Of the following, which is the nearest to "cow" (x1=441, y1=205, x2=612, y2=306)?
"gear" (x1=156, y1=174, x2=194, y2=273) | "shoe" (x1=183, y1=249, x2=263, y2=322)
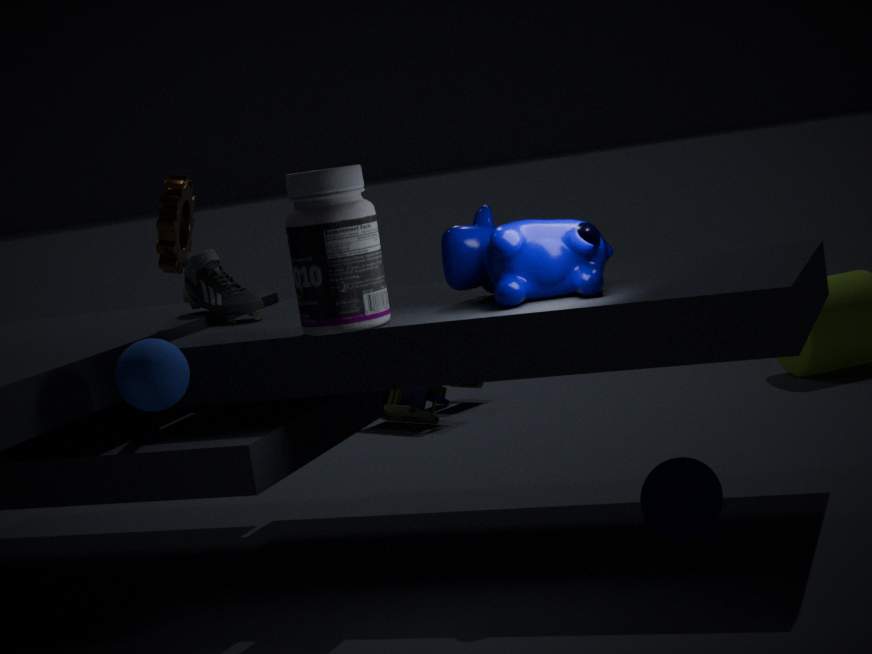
"shoe" (x1=183, y1=249, x2=263, y2=322)
